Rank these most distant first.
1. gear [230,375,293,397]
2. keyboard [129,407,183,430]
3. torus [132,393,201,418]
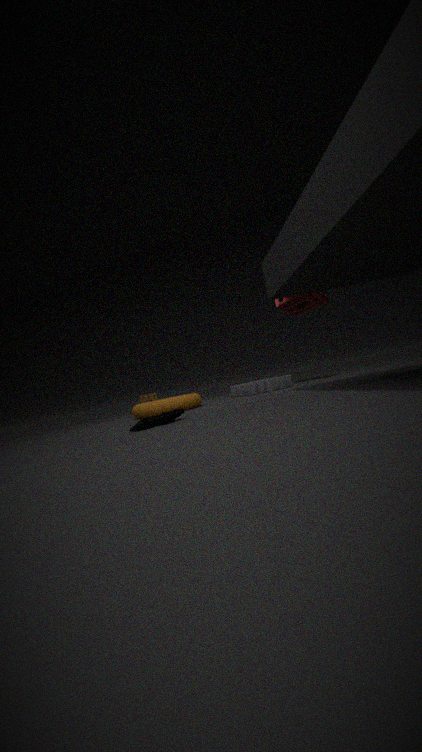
gear [230,375,293,397] → torus [132,393,201,418] → keyboard [129,407,183,430]
